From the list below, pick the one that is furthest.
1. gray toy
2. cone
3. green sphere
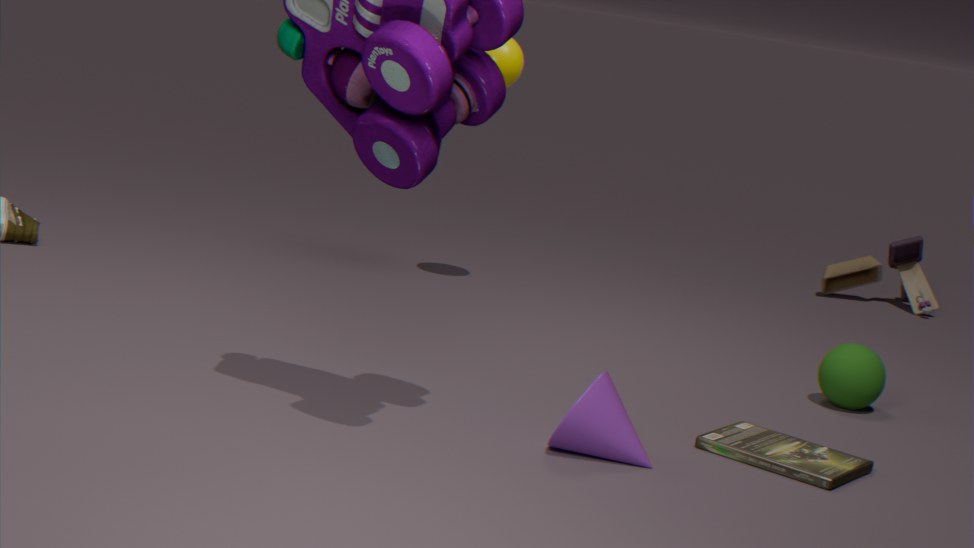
gray toy
